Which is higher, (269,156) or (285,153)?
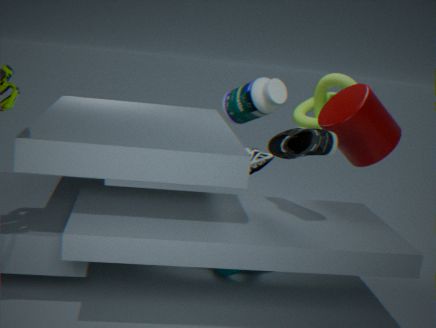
(285,153)
